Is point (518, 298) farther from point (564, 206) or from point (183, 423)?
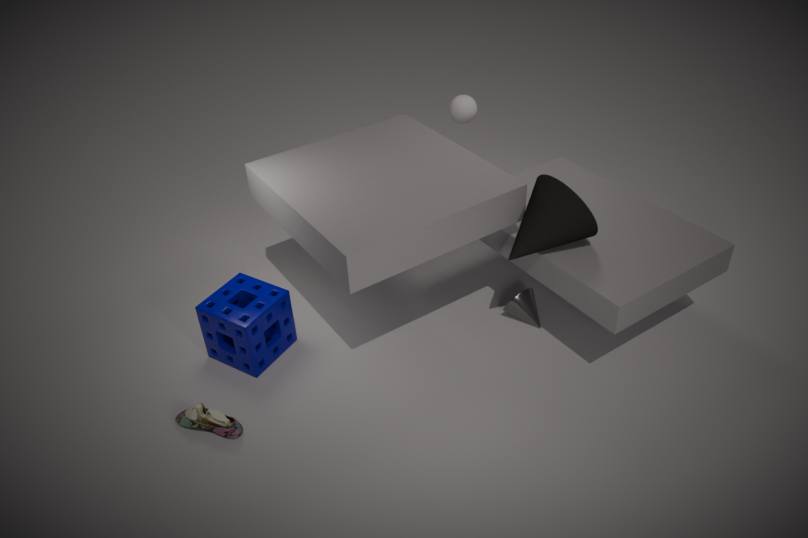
point (183, 423)
